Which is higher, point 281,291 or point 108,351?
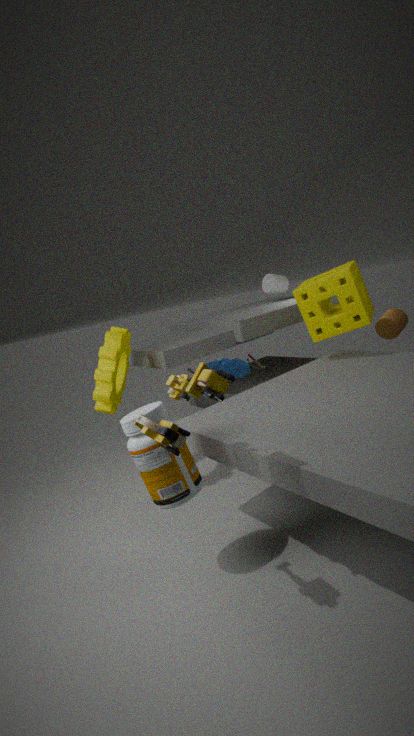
point 281,291
